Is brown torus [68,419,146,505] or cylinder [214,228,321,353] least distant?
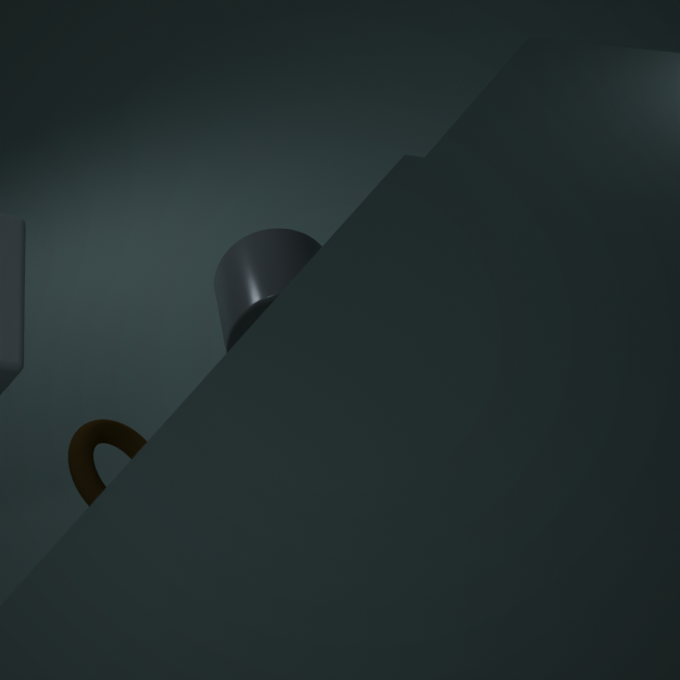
brown torus [68,419,146,505]
